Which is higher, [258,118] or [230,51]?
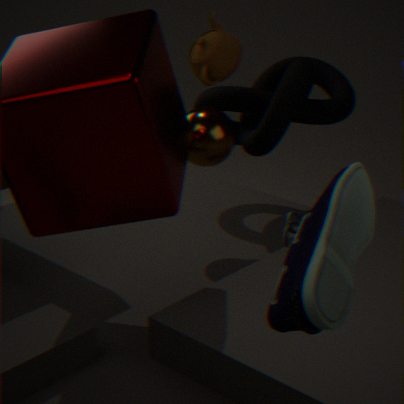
[230,51]
